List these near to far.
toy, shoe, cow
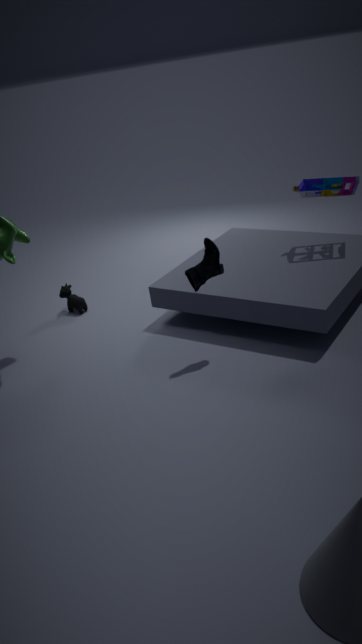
shoe
toy
cow
